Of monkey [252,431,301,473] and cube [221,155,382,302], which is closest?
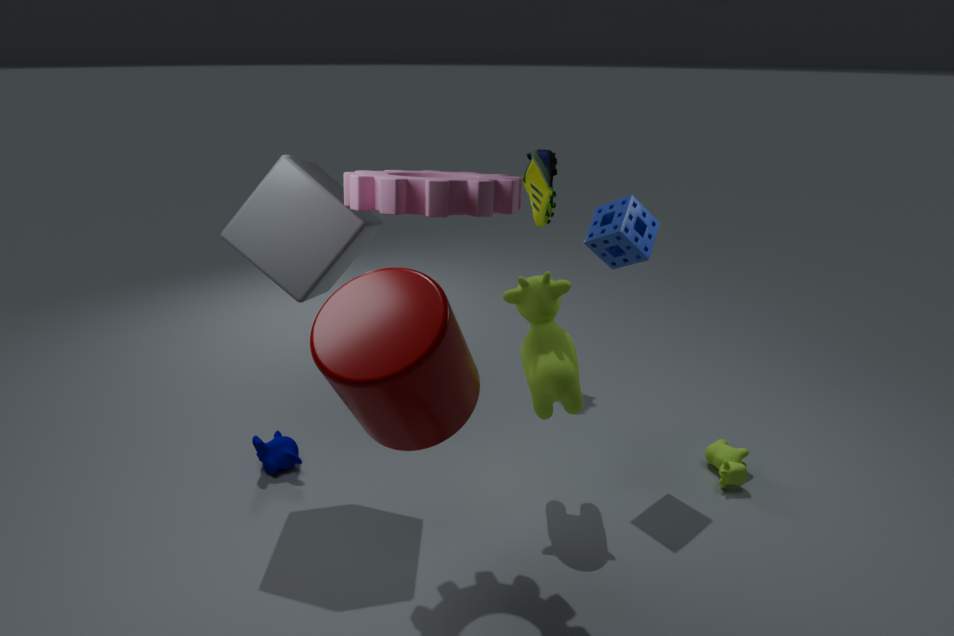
cube [221,155,382,302]
